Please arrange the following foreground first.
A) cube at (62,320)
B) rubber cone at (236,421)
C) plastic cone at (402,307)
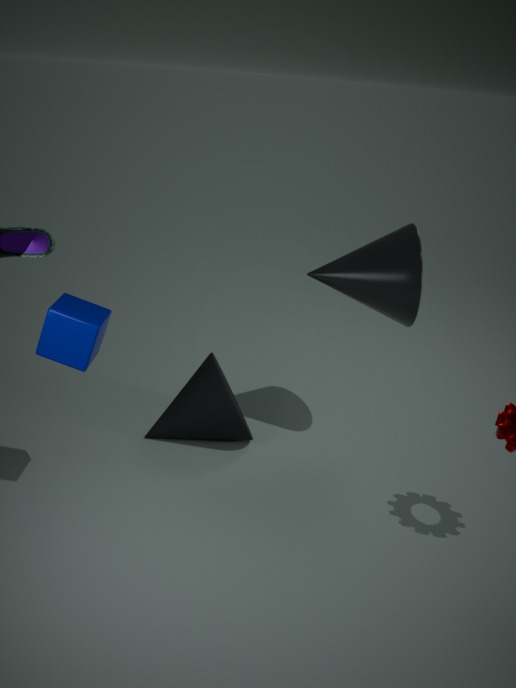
cube at (62,320) → plastic cone at (402,307) → rubber cone at (236,421)
